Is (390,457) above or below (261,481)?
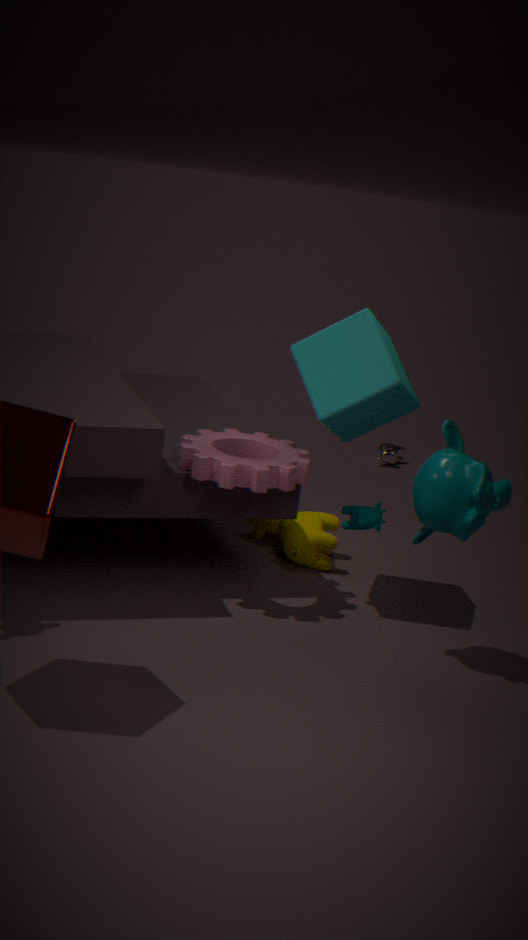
below
